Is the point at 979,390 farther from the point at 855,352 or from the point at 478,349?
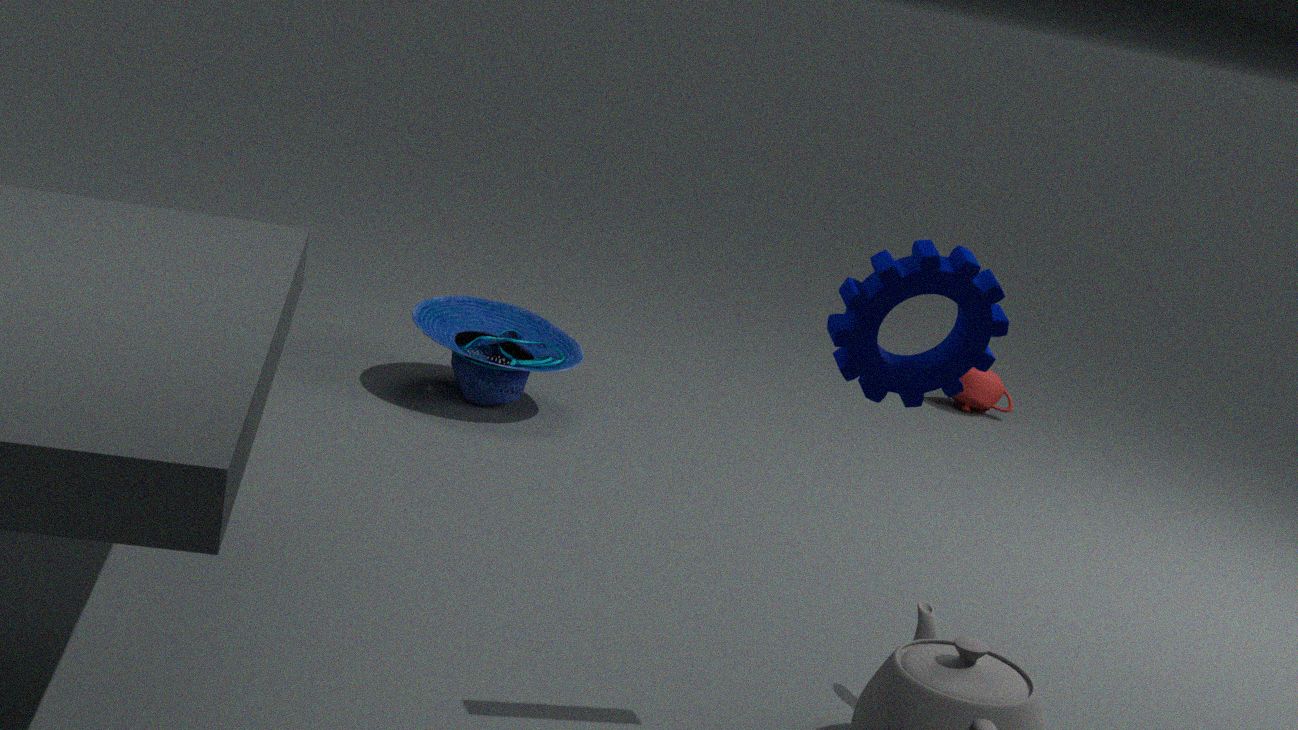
the point at 855,352
